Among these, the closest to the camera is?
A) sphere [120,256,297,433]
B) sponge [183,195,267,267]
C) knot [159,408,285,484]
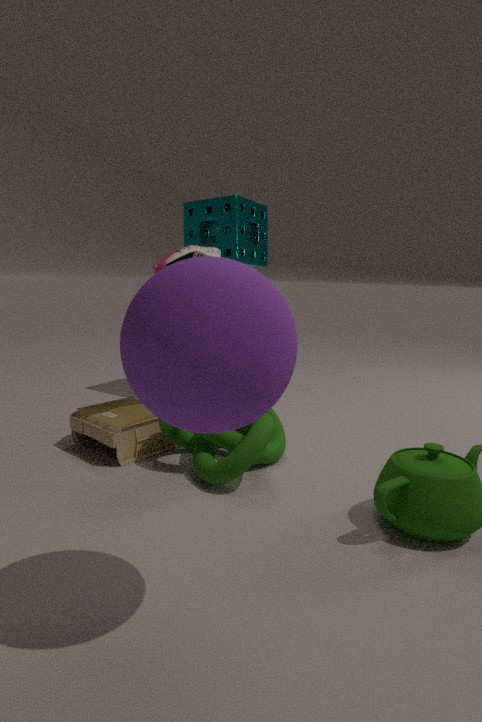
sphere [120,256,297,433]
